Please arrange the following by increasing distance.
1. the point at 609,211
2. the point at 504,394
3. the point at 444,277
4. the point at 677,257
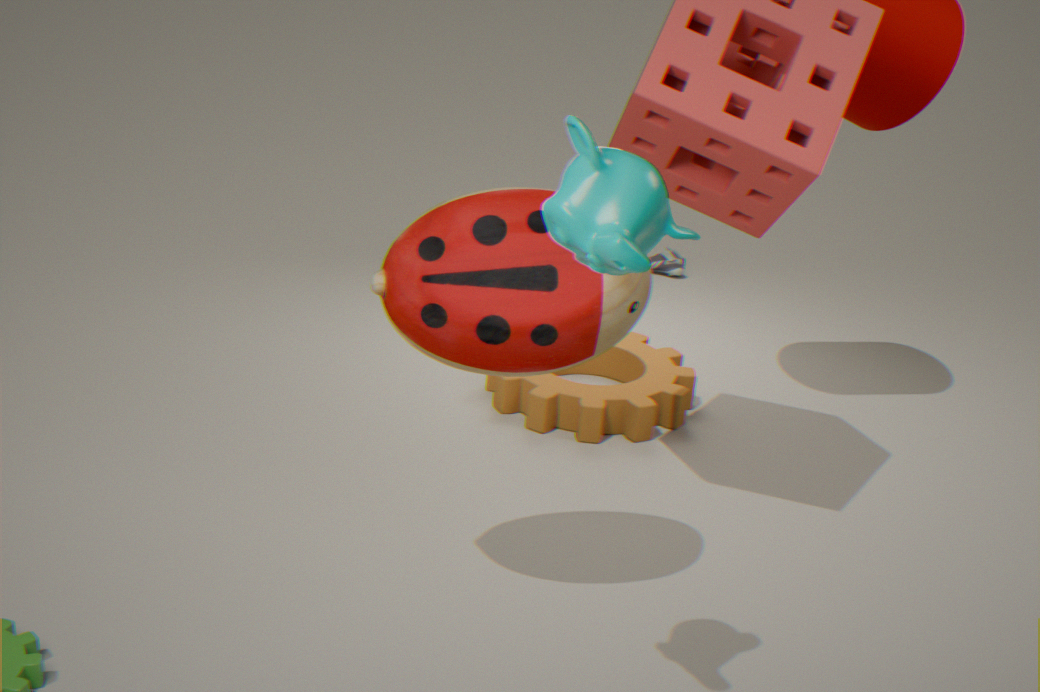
the point at 609,211
the point at 444,277
the point at 504,394
the point at 677,257
